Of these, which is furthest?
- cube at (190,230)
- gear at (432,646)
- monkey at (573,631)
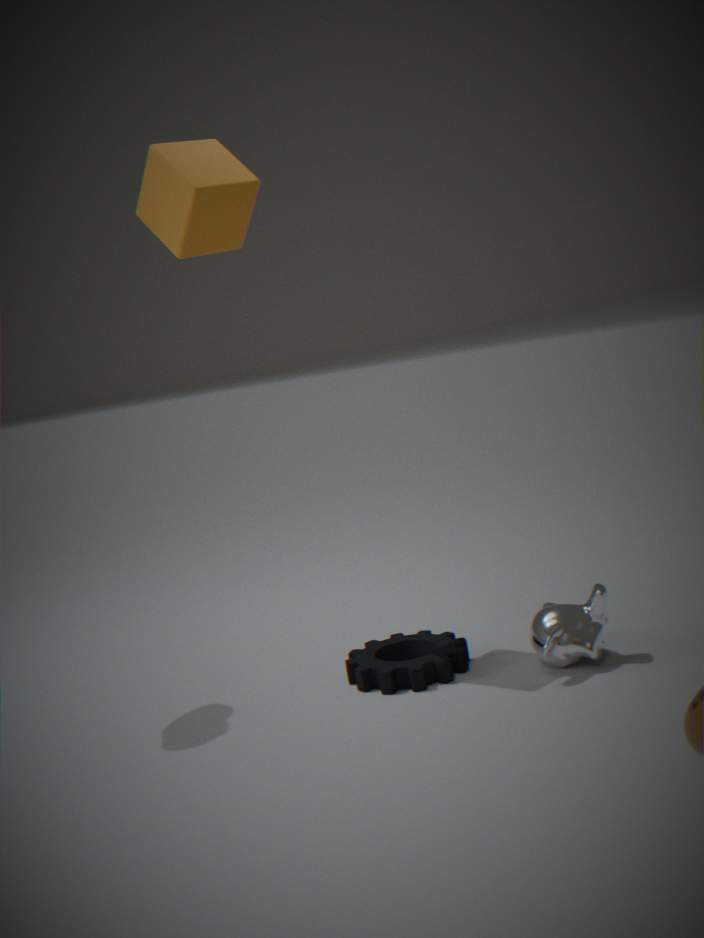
gear at (432,646)
